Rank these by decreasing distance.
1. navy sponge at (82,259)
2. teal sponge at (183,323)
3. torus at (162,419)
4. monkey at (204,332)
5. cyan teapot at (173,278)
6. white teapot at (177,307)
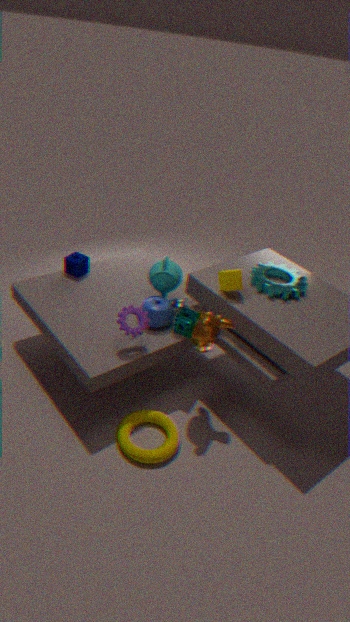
navy sponge at (82,259)
white teapot at (177,307)
cyan teapot at (173,278)
teal sponge at (183,323)
monkey at (204,332)
torus at (162,419)
